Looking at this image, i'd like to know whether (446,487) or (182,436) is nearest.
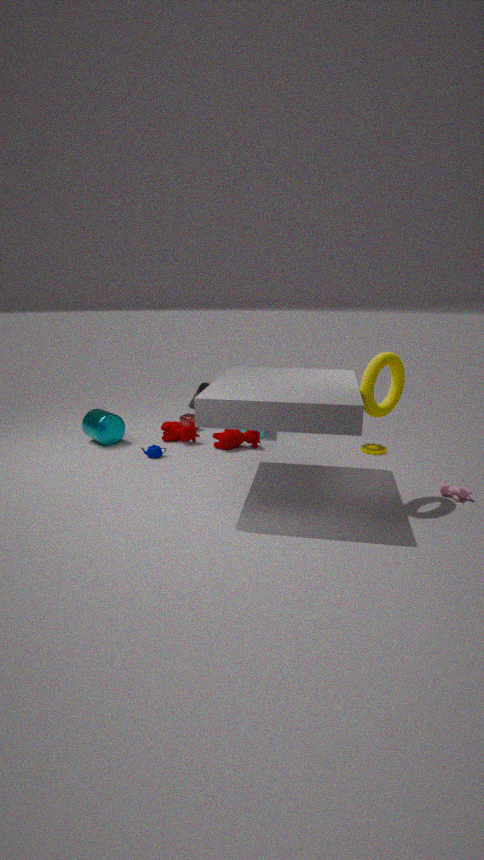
(446,487)
